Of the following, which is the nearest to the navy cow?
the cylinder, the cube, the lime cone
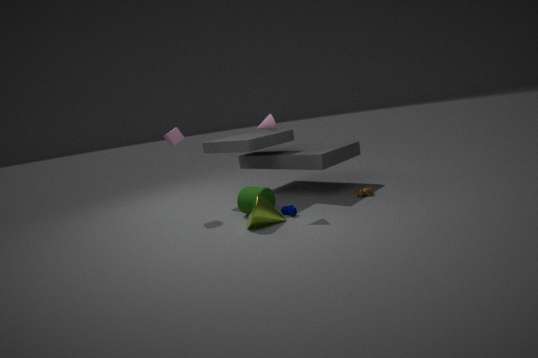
the lime cone
